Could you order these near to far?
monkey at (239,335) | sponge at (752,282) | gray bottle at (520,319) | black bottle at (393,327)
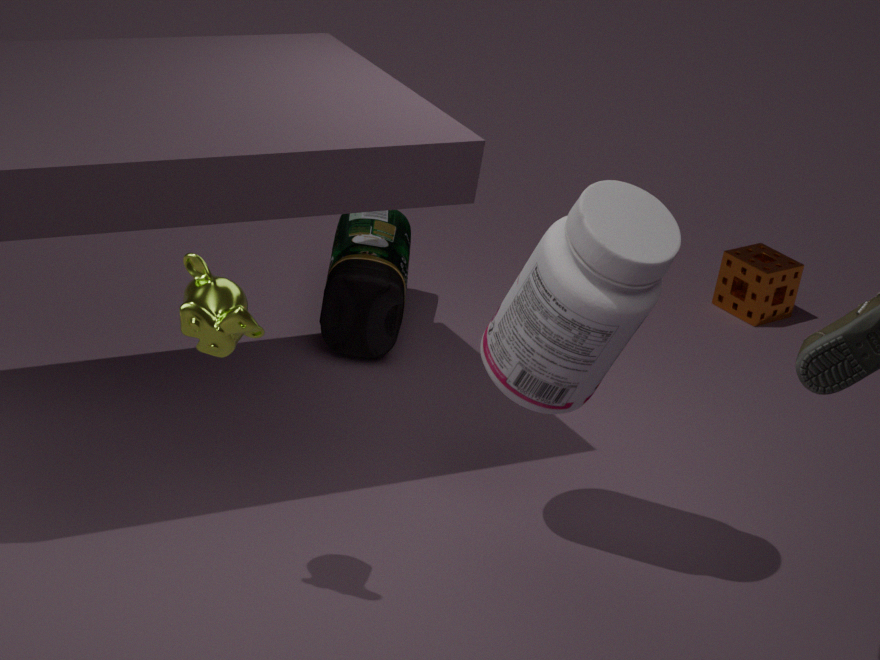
monkey at (239,335) < gray bottle at (520,319) < black bottle at (393,327) < sponge at (752,282)
